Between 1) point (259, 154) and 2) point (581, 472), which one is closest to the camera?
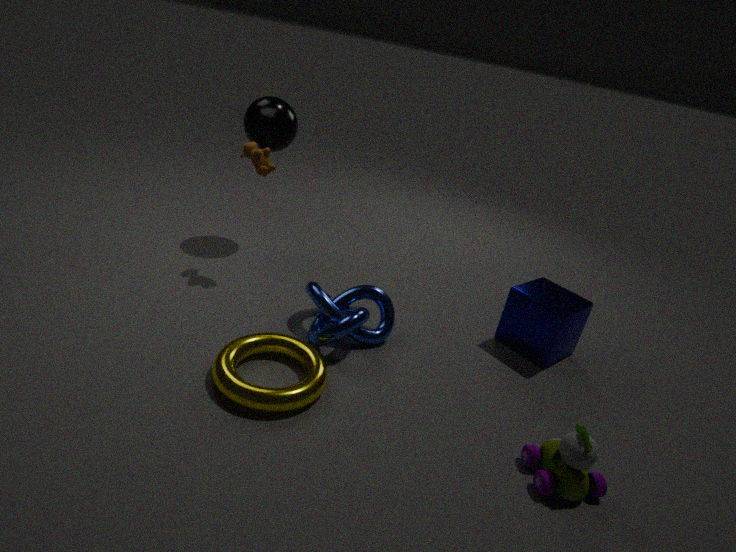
2. point (581, 472)
